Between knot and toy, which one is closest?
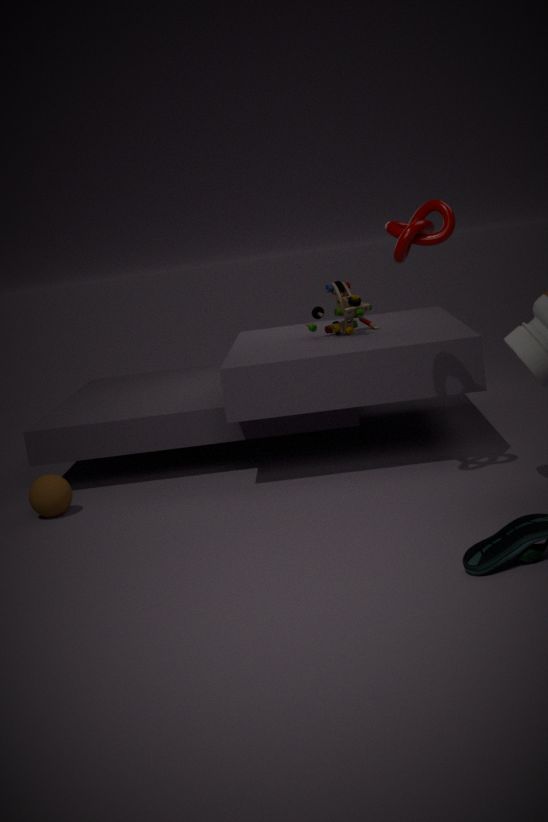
knot
